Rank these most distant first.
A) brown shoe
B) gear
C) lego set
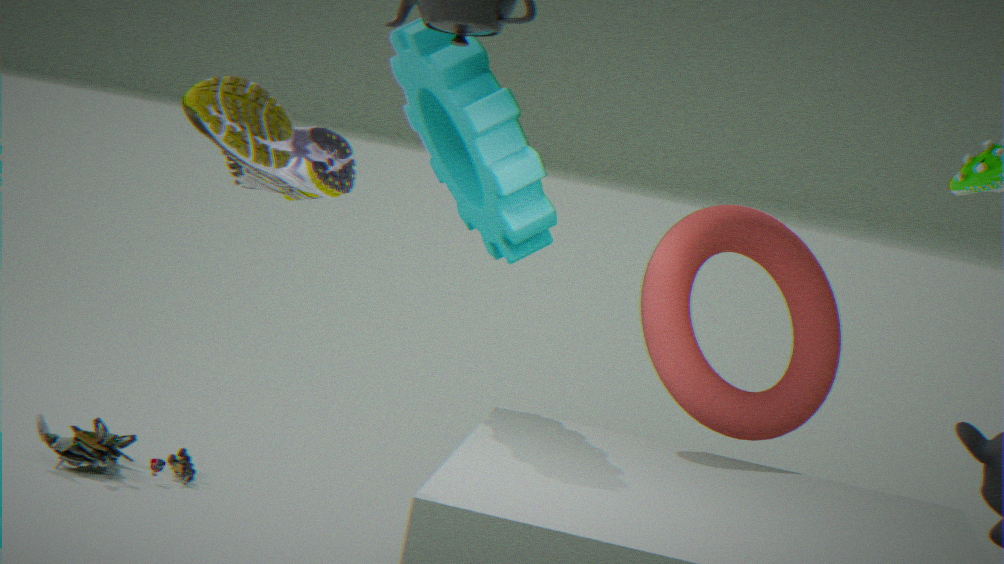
lego set
gear
brown shoe
